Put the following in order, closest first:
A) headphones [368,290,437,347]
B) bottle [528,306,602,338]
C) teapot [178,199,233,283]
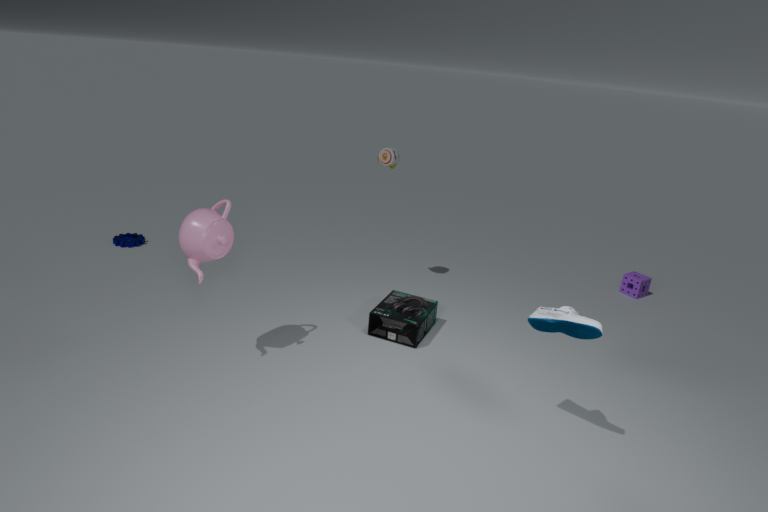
bottle [528,306,602,338], teapot [178,199,233,283], headphones [368,290,437,347]
